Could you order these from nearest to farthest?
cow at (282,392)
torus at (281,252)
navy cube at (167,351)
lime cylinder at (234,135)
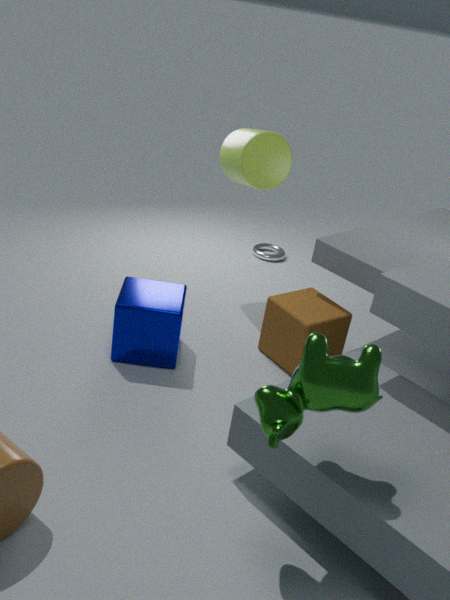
cow at (282,392) < navy cube at (167,351) < lime cylinder at (234,135) < torus at (281,252)
